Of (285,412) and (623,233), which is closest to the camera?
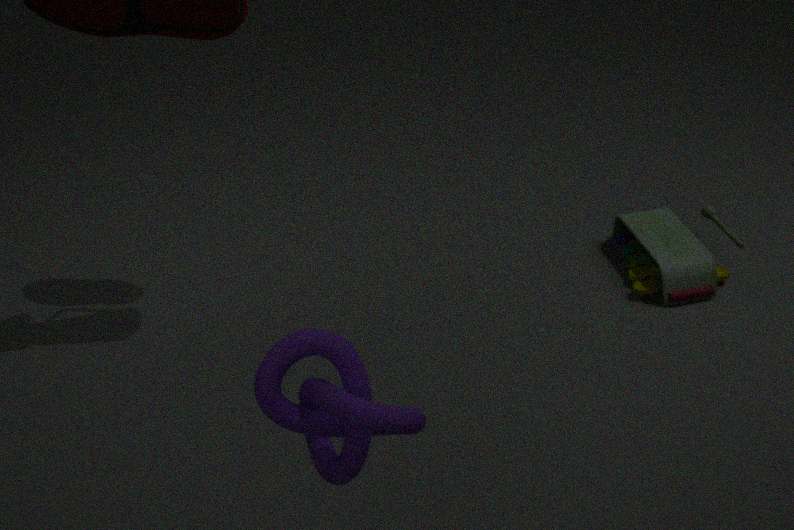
(285,412)
